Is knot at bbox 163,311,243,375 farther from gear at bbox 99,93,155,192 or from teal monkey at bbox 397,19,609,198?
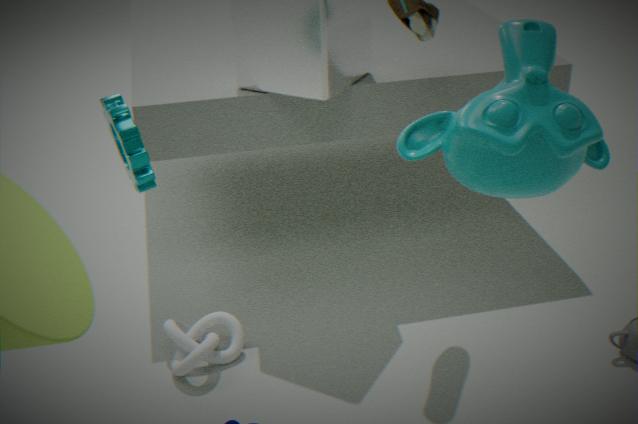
teal monkey at bbox 397,19,609,198
